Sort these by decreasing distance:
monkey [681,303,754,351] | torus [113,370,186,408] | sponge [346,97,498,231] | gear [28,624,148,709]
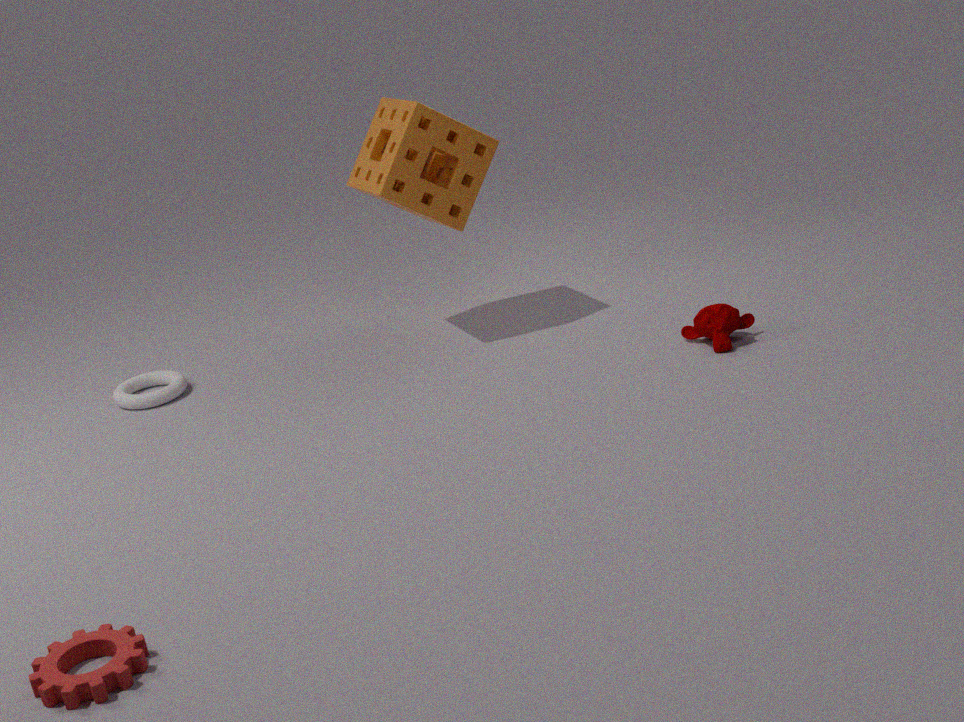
torus [113,370,186,408] < sponge [346,97,498,231] < monkey [681,303,754,351] < gear [28,624,148,709]
